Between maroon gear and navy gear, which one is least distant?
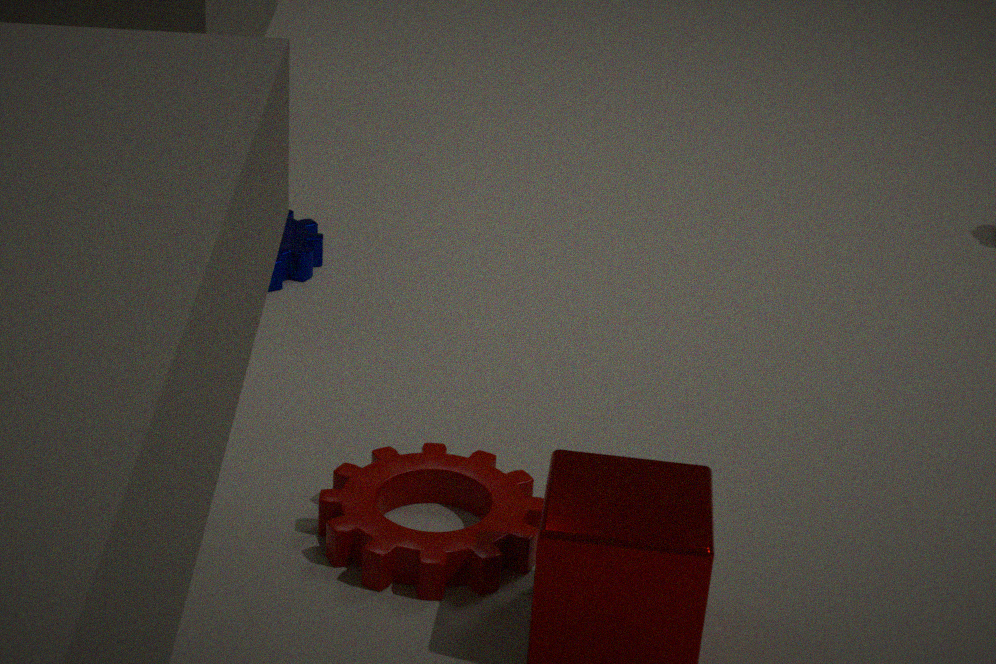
maroon gear
